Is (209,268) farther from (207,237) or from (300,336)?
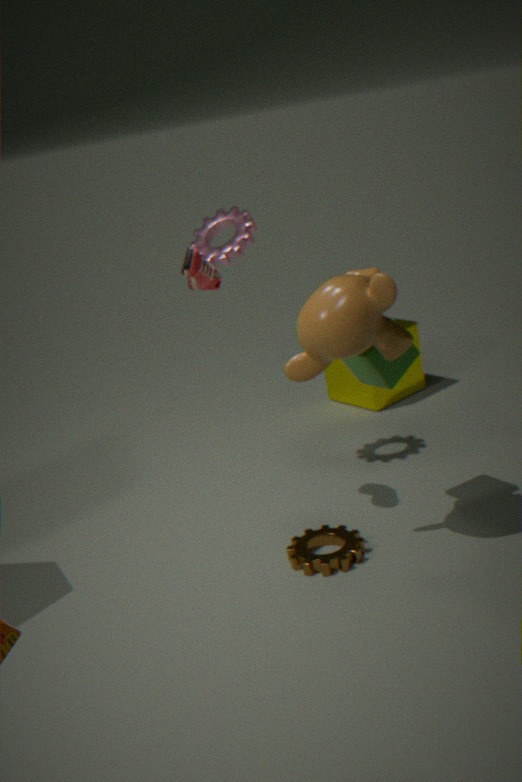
(300,336)
